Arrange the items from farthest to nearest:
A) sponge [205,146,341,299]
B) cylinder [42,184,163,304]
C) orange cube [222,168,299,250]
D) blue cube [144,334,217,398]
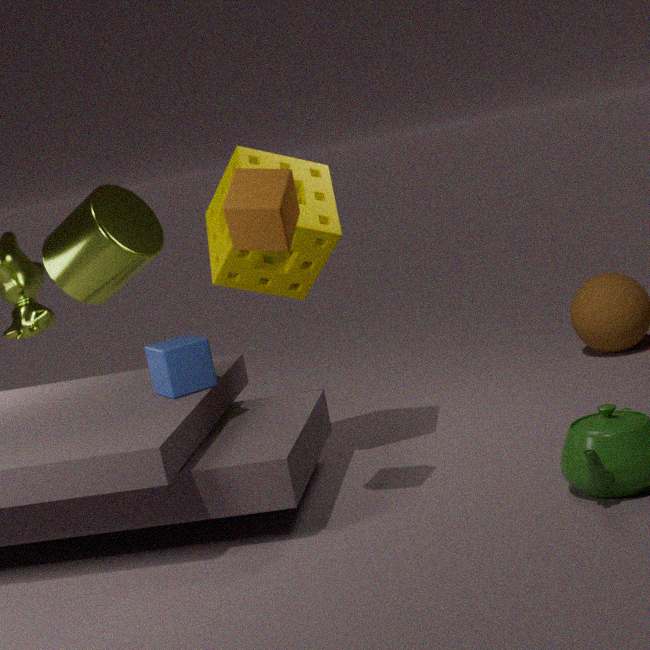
1. cylinder [42,184,163,304]
2. sponge [205,146,341,299]
3. blue cube [144,334,217,398]
4. orange cube [222,168,299,250]
